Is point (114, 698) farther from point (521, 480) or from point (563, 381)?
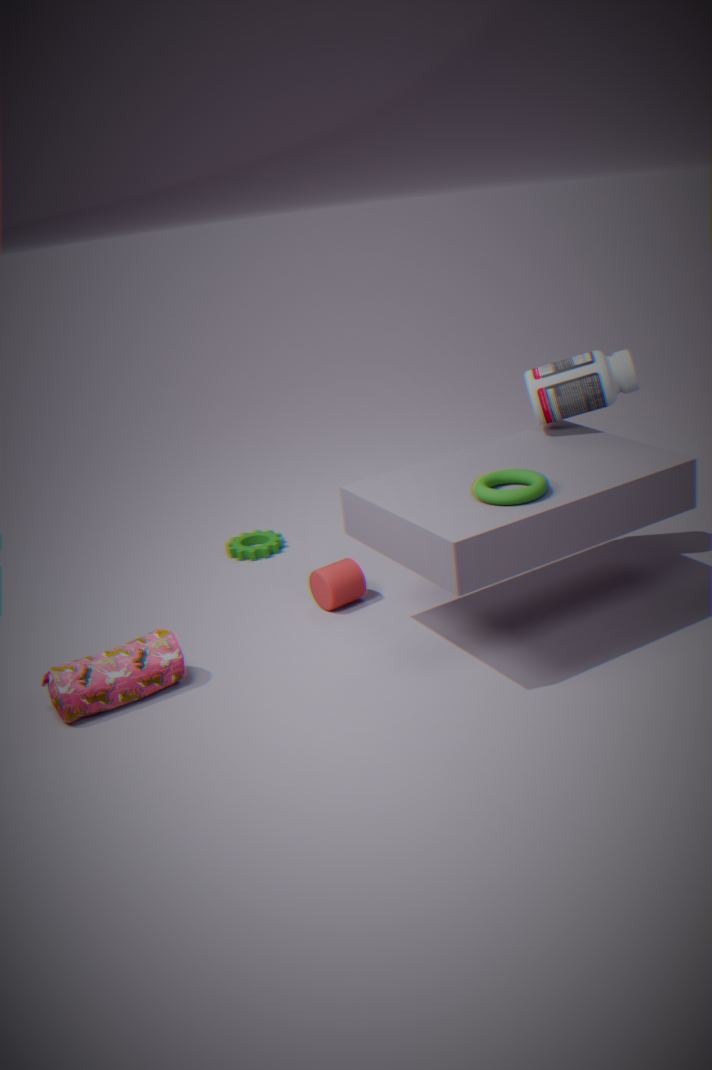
point (563, 381)
